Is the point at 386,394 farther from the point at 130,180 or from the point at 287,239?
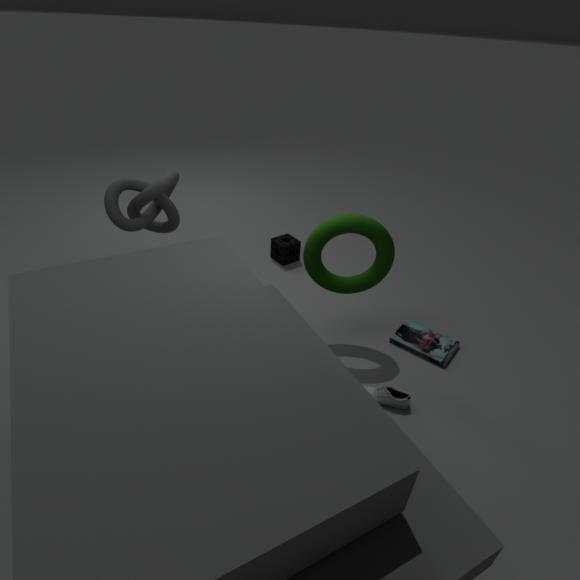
the point at 130,180
